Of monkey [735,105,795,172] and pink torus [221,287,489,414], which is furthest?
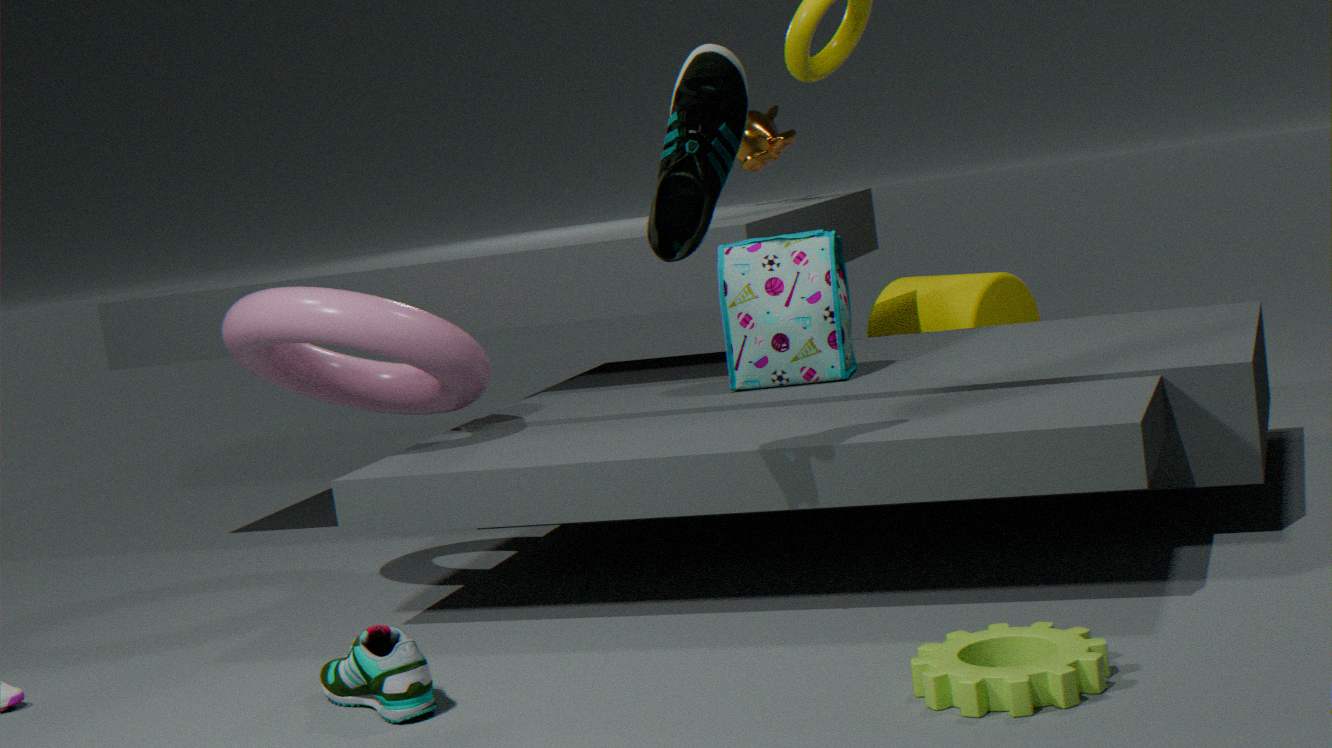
monkey [735,105,795,172]
